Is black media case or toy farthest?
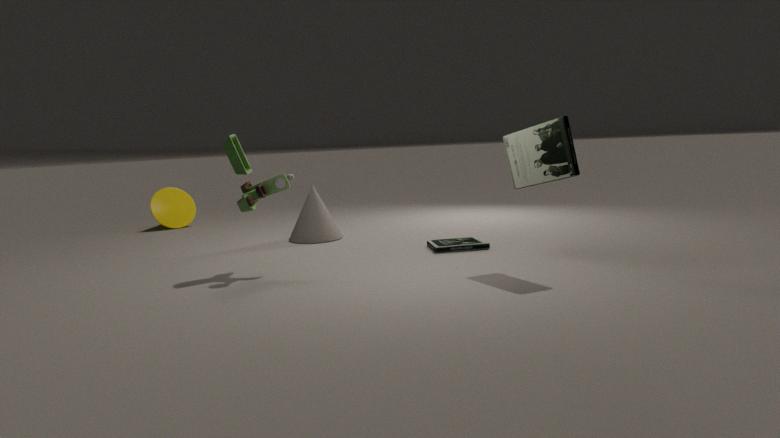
black media case
